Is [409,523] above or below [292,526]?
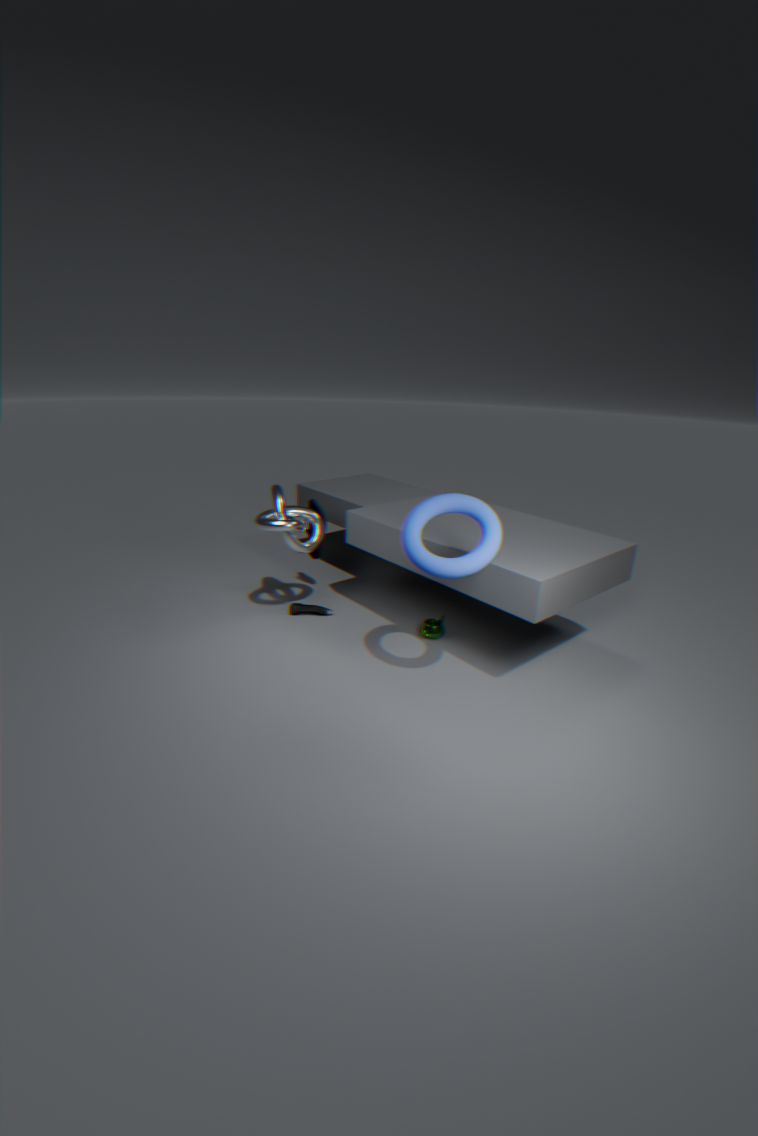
above
